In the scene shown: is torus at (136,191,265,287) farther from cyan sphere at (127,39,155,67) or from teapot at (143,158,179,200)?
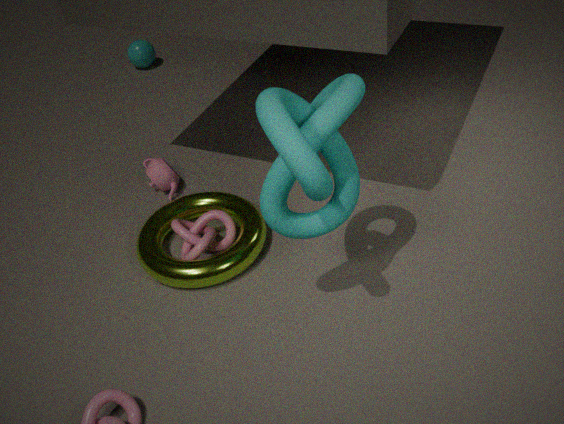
cyan sphere at (127,39,155,67)
